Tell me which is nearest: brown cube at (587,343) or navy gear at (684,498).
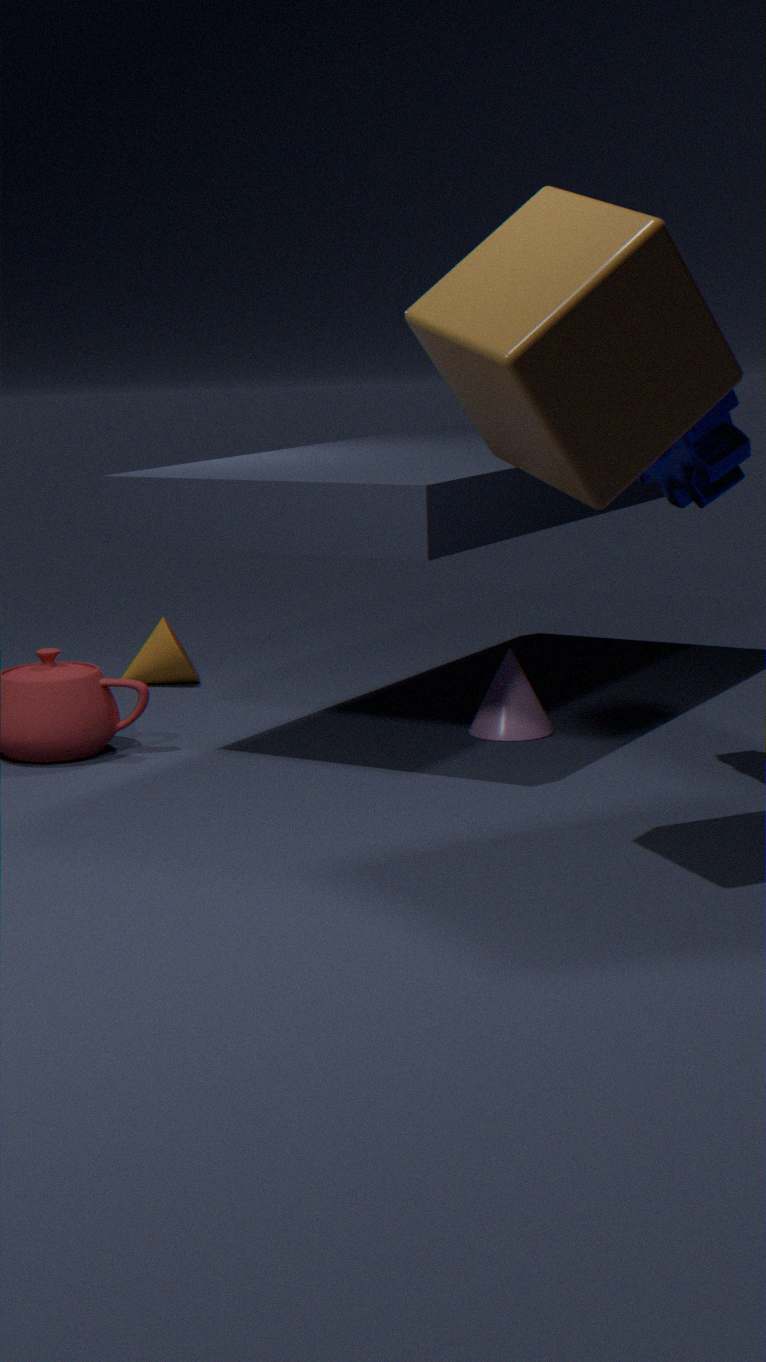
brown cube at (587,343)
